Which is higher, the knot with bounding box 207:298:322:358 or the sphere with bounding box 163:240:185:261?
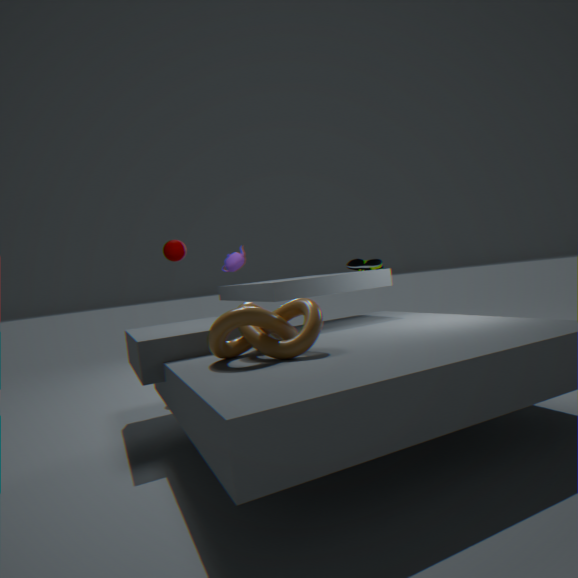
the sphere with bounding box 163:240:185:261
